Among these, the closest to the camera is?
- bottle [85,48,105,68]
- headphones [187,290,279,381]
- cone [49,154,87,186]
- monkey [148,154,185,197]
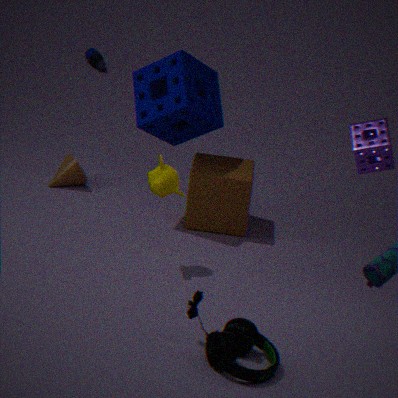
headphones [187,290,279,381]
